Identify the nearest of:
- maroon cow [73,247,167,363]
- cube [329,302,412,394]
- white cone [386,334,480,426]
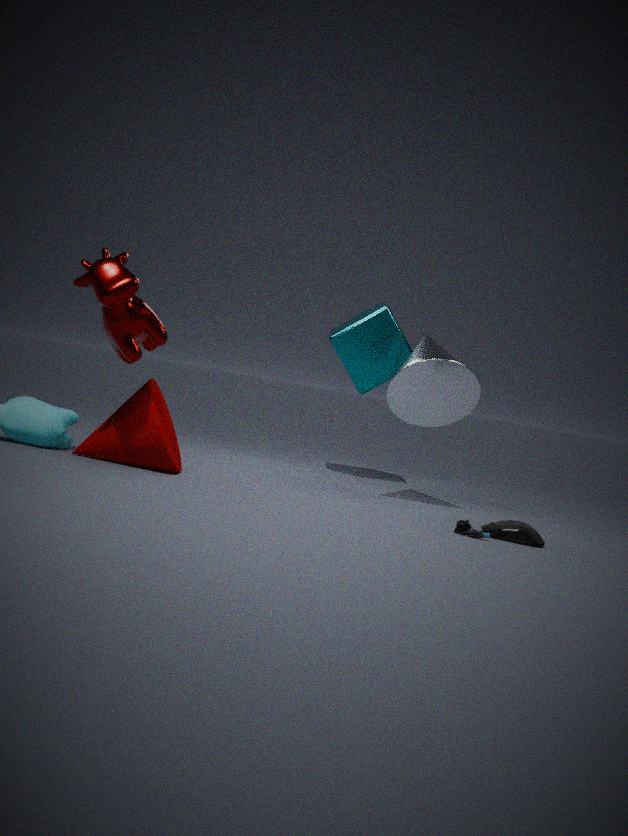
maroon cow [73,247,167,363]
